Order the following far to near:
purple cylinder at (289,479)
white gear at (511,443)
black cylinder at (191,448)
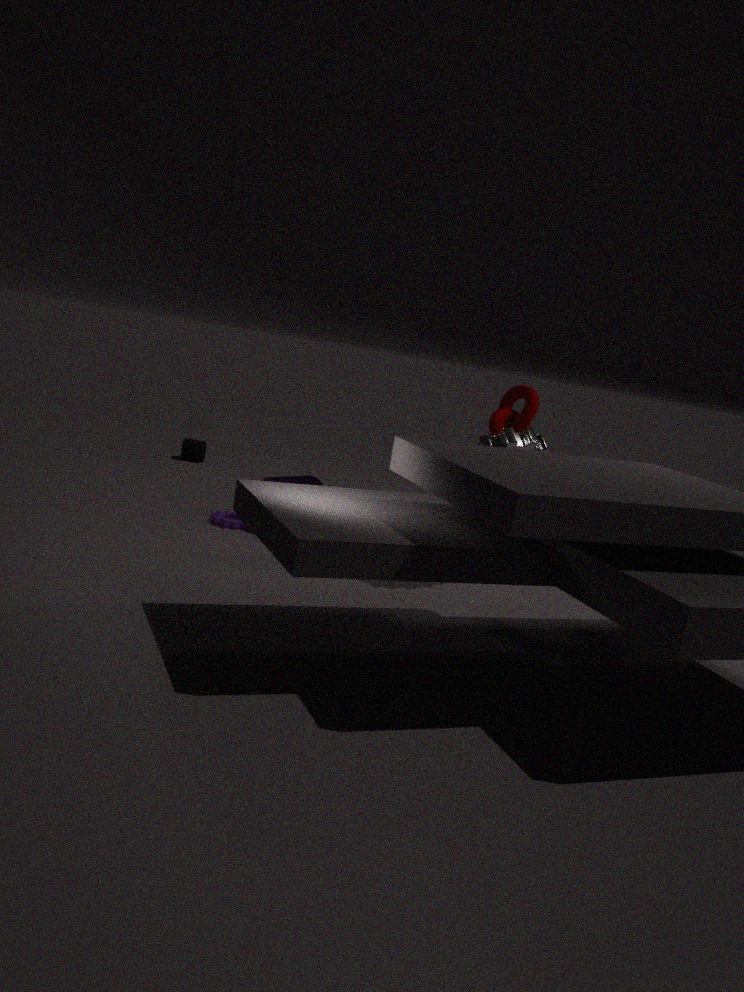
1. black cylinder at (191,448)
2. purple cylinder at (289,479)
3. white gear at (511,443)
